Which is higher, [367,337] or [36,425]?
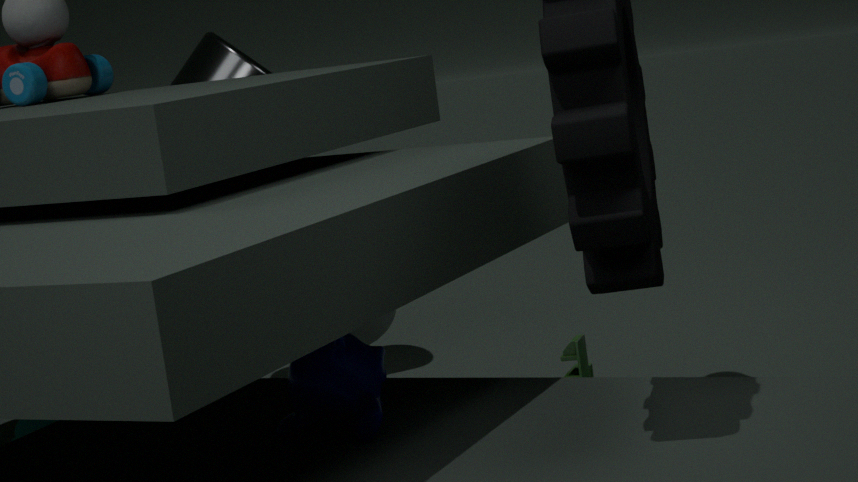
[367,337]
